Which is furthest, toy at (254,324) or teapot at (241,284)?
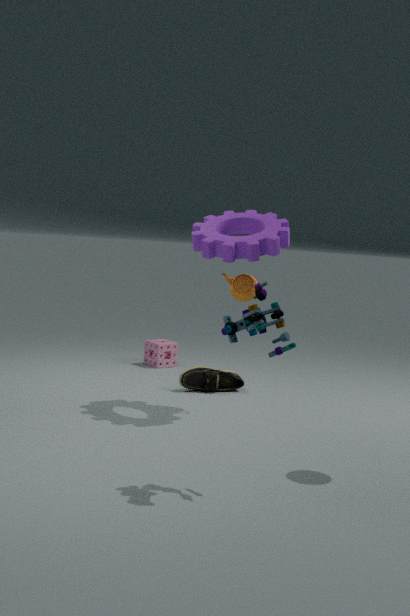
teapot at (241,284)
